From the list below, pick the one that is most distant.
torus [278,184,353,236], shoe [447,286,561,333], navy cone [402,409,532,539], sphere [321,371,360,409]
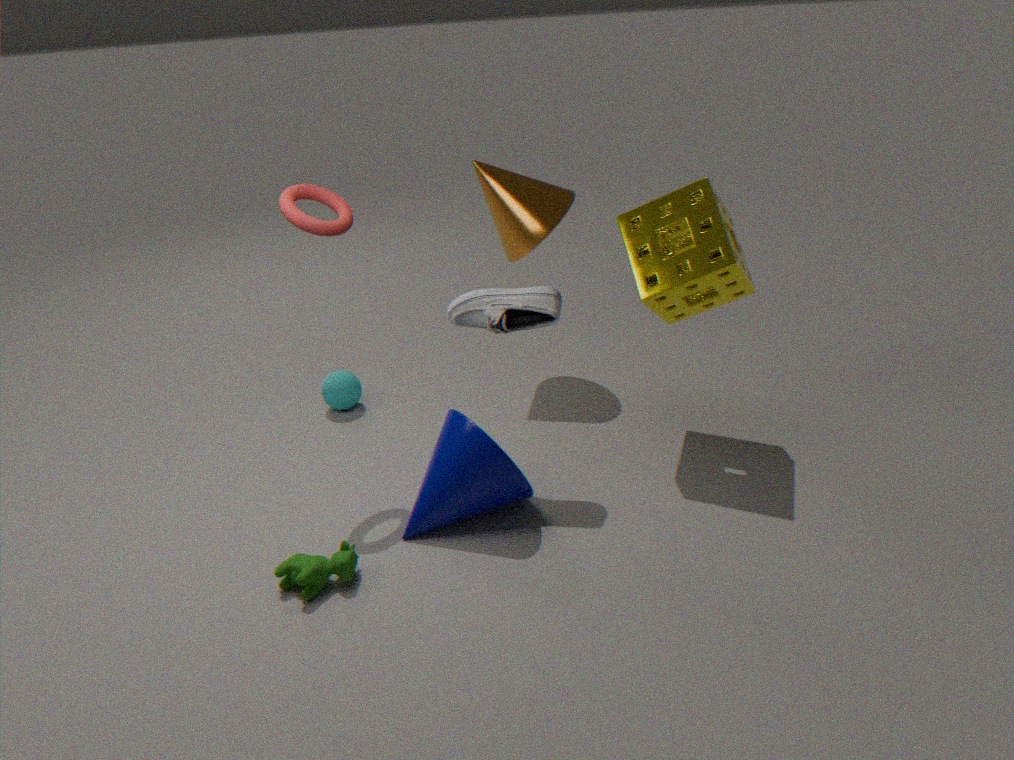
sphere [321,371,360,409]
